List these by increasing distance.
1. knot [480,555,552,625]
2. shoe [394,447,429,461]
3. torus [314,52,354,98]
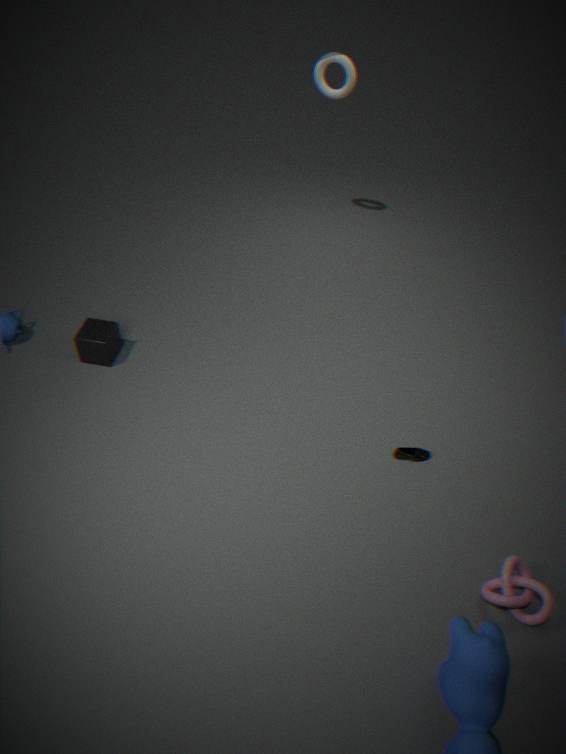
knot [480,555,552,625]
shoe [394,447,429,461]
torus [314,52,354,98]
